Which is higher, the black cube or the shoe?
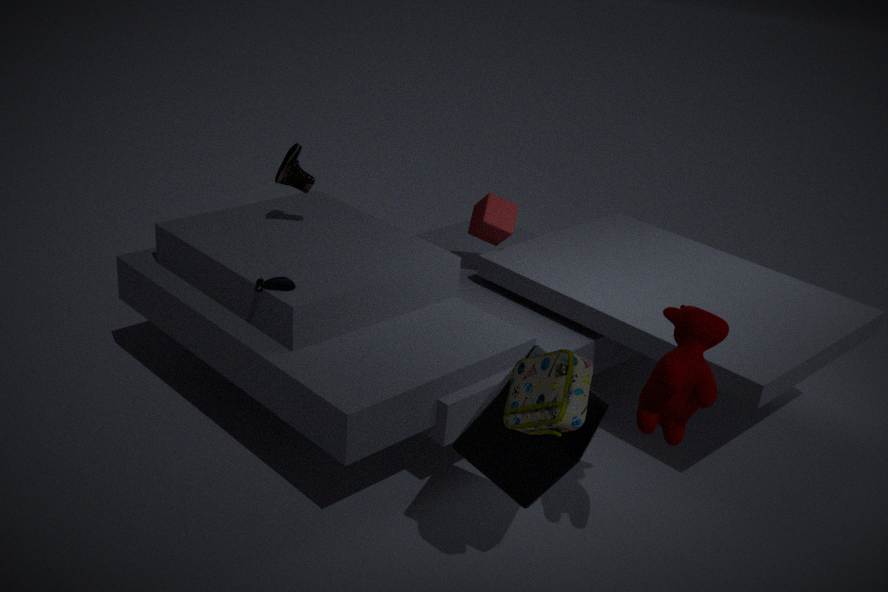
the shoe
